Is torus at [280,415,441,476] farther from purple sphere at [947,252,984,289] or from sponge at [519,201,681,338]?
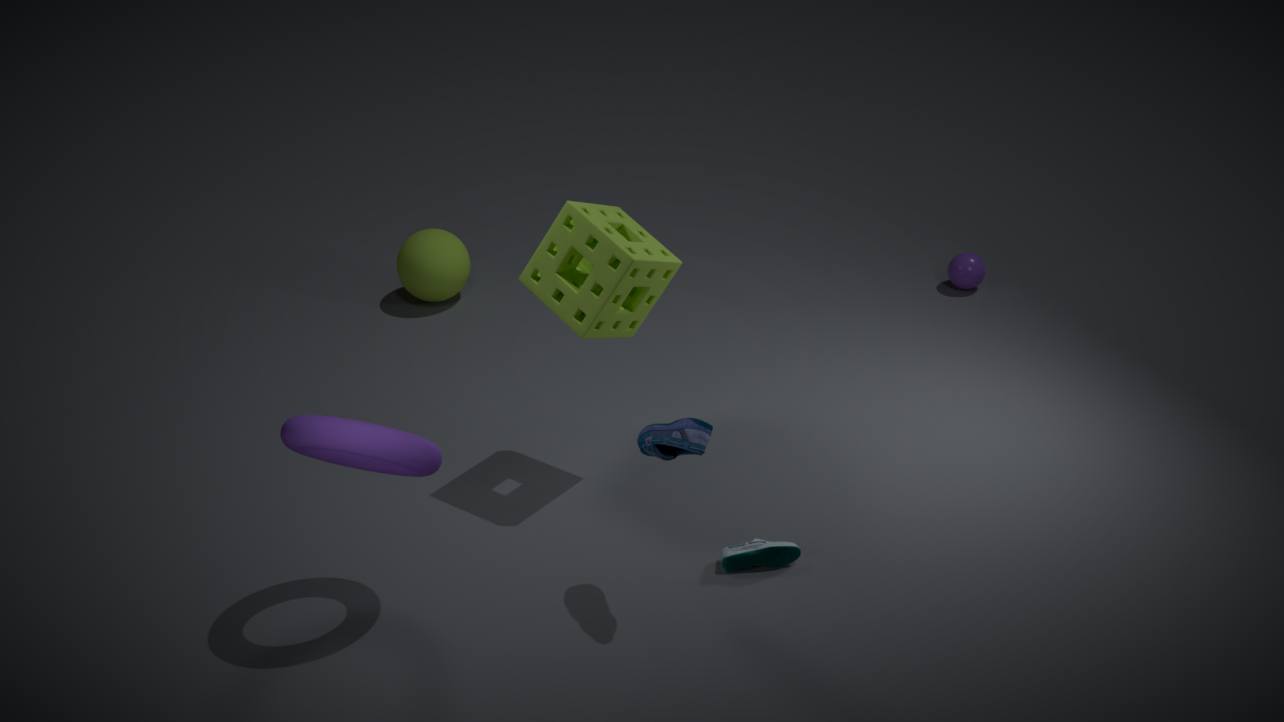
purple sphere at [947,252,984,289]
